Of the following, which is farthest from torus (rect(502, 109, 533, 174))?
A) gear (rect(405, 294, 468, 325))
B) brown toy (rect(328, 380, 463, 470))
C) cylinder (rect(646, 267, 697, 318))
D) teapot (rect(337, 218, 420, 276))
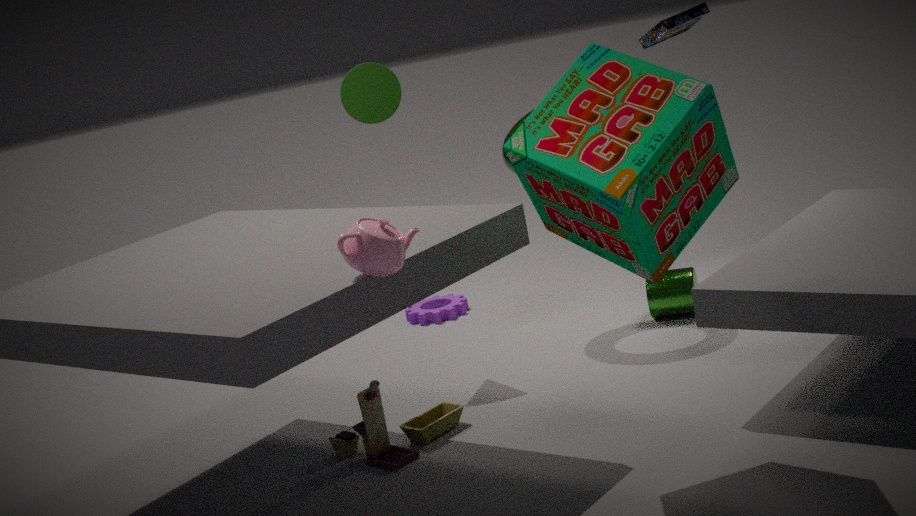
teapot (rect(337, 218, 420, 276))
